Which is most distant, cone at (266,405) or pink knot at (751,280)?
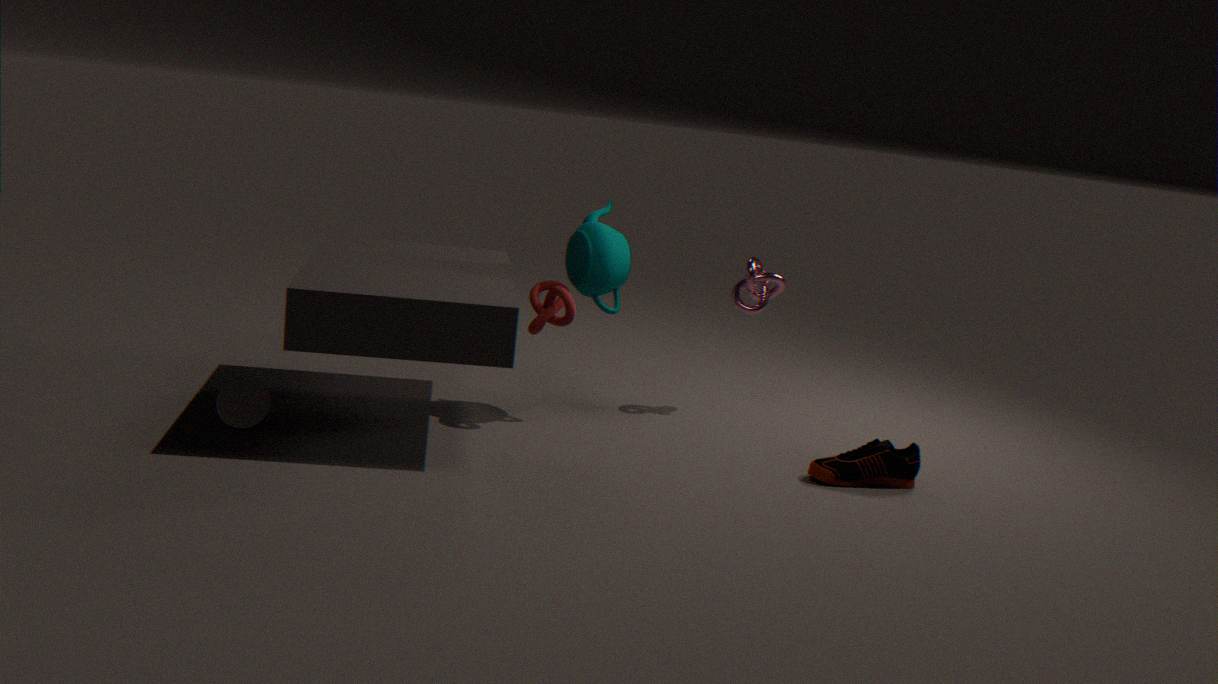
pink knot at (751,280)
